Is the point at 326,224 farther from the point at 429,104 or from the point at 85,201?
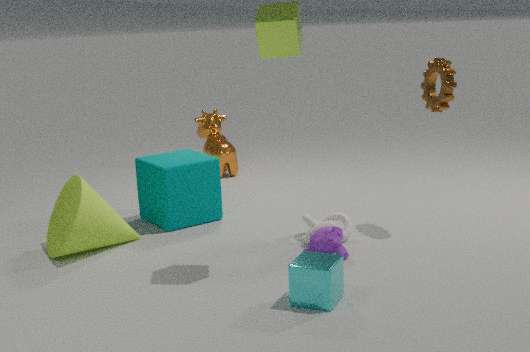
the point at 85,201
